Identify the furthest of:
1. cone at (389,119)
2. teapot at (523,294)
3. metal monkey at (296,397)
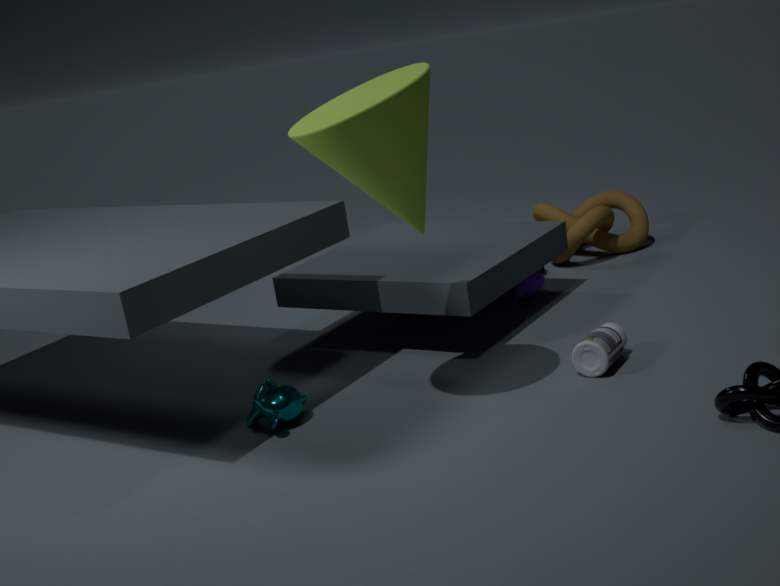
teapot at (523,294)
